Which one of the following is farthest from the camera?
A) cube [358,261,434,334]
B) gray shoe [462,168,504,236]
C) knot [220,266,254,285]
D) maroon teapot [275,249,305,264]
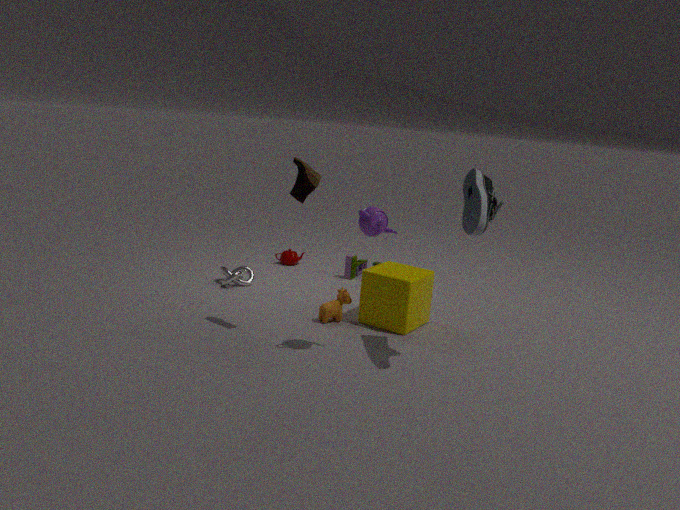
maroon teapot [275,249,305,264]
